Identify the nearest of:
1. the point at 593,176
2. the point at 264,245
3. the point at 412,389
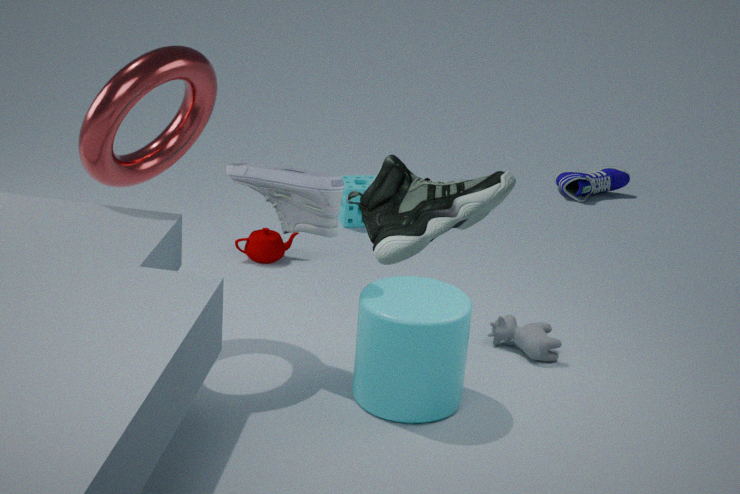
the point at 412,389
